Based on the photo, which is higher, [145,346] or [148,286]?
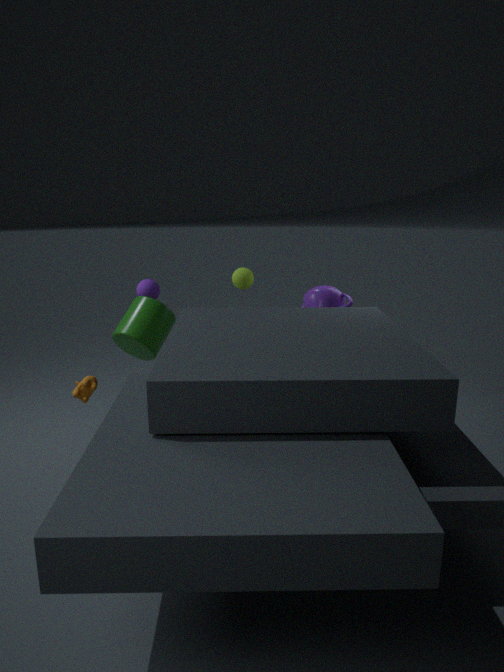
[148,286]
